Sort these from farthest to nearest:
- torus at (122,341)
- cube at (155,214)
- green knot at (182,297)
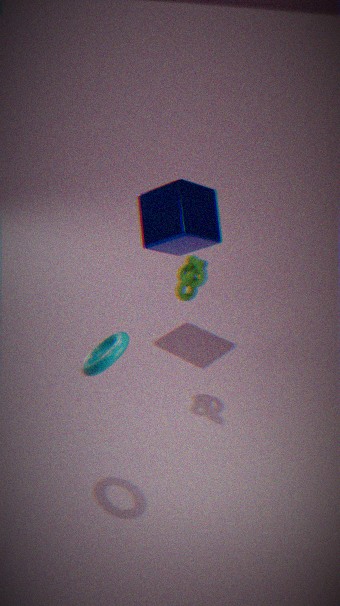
cube at (155,214)
green knot at (182,297)
torus at (122,341)
